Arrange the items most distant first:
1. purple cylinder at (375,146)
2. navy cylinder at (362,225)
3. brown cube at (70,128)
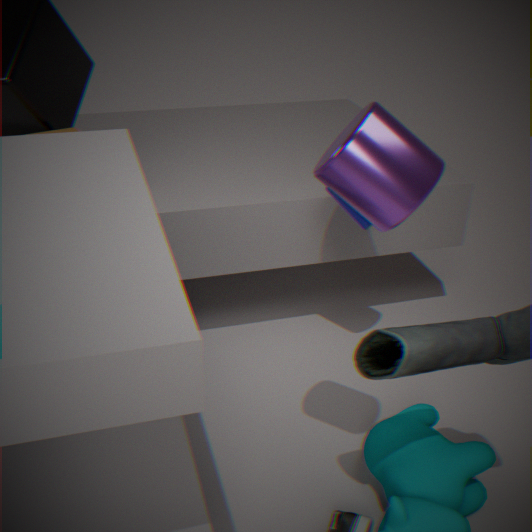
brown cube at (70,128) < navy cylinder at (362,225) < purple cylinder at (375,146)
